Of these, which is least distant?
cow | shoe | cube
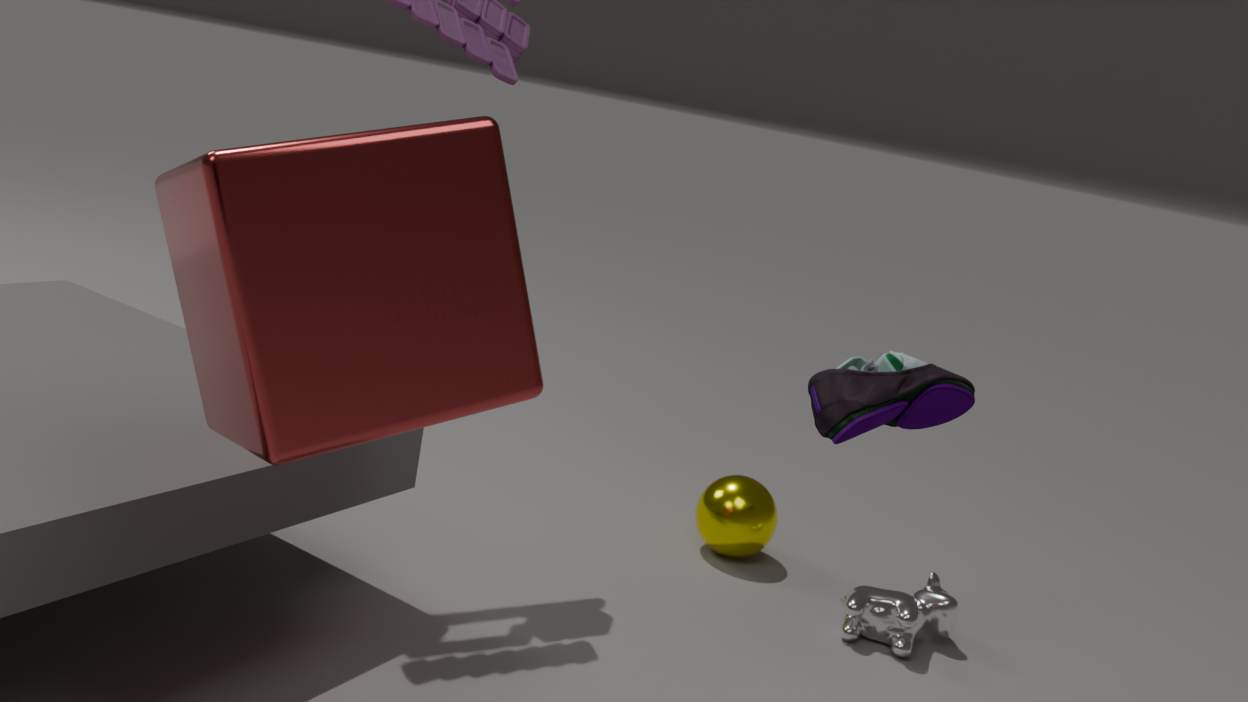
cube
